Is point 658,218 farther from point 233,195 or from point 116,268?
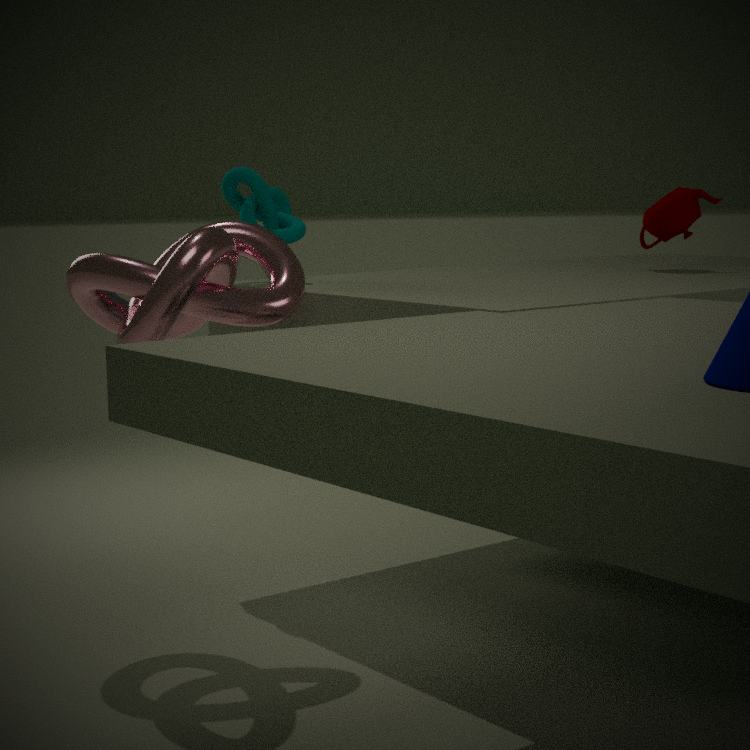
point 116,268
